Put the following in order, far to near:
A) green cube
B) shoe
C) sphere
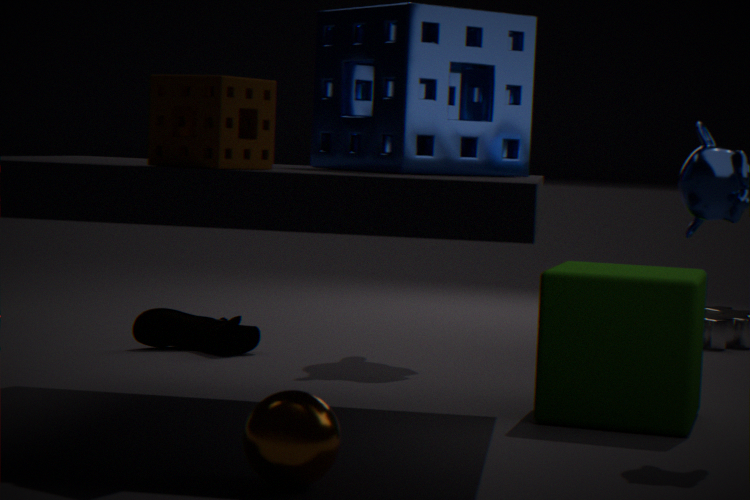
shoe → green cube → sphere
